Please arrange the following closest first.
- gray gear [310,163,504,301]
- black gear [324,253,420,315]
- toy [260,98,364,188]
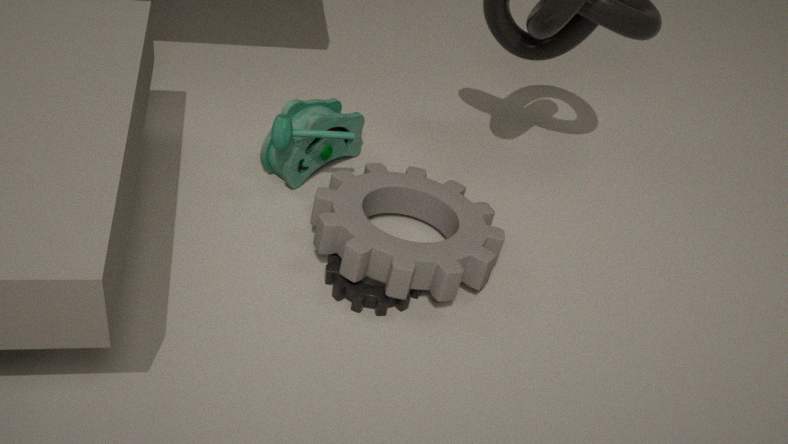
1. gray gear [310,163,504,301]
2. black gear [324,253,420,315]
3. toy [260,98,364,188]
